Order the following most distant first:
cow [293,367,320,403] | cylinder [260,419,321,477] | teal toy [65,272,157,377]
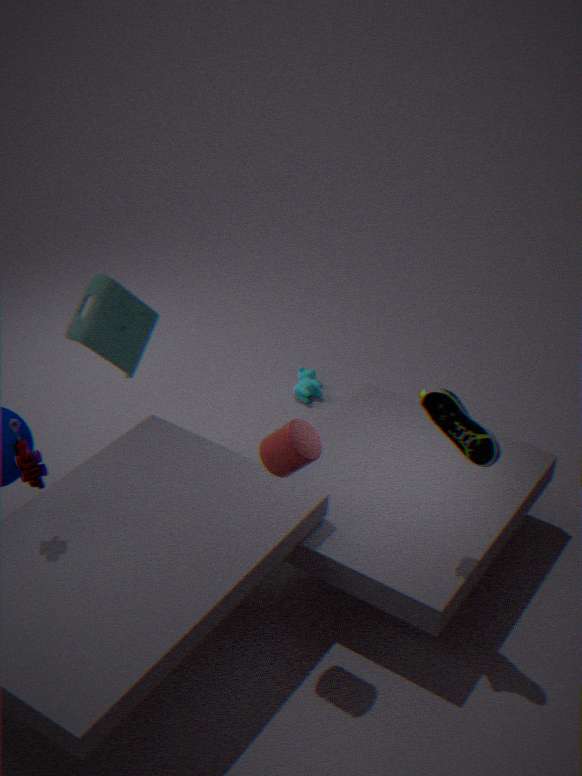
1. cow [293,367,320,403]
2. teal toy [65,272,157,377]
3. cylinder [260,419,321,477]
